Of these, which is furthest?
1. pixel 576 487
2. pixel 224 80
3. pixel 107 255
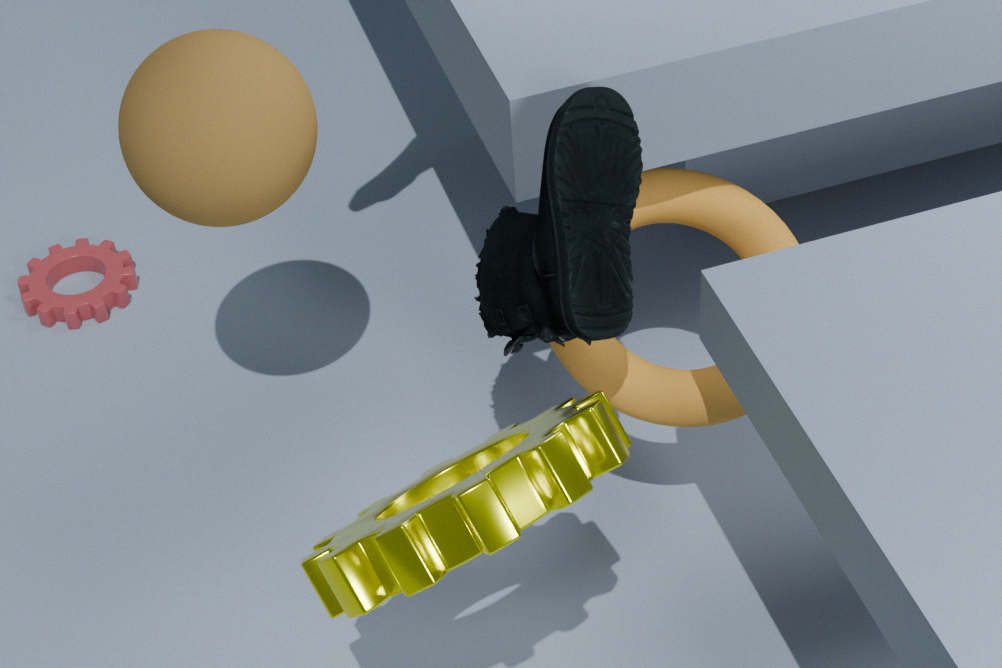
pixel 107 255
